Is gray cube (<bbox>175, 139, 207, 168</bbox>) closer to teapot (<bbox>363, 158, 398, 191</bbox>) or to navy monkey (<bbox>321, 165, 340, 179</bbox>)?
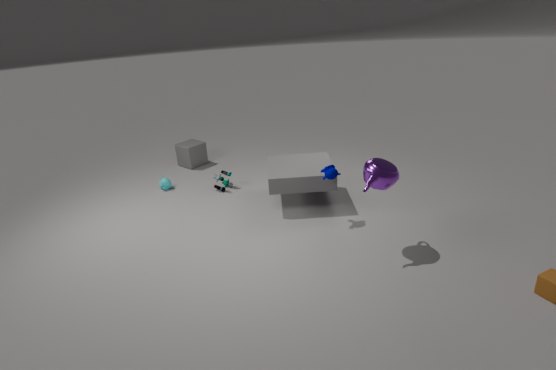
navy monkey (<bbox>321, 165, 340, 179</bbox>)
